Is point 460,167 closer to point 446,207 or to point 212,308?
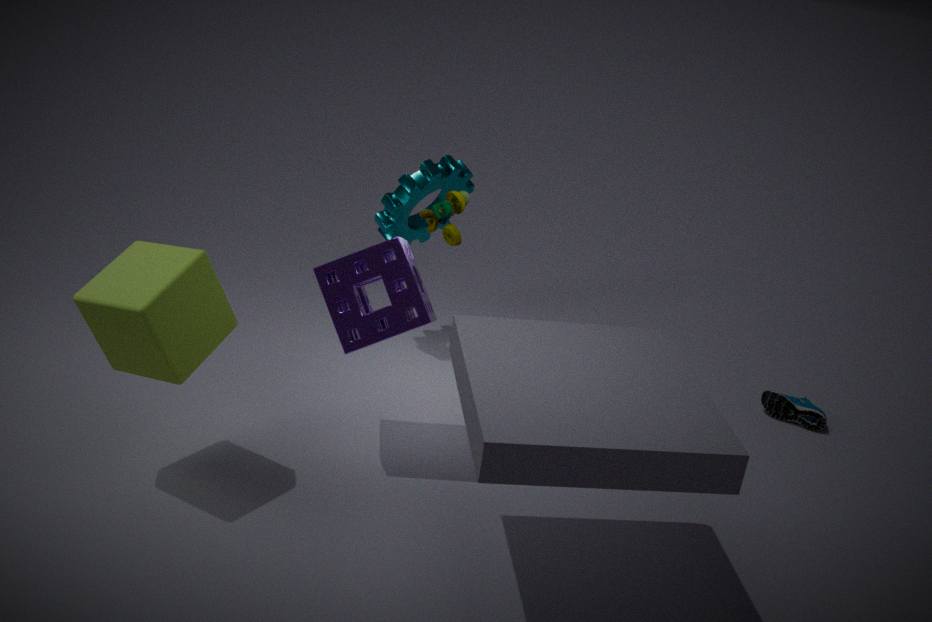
point 446,207
